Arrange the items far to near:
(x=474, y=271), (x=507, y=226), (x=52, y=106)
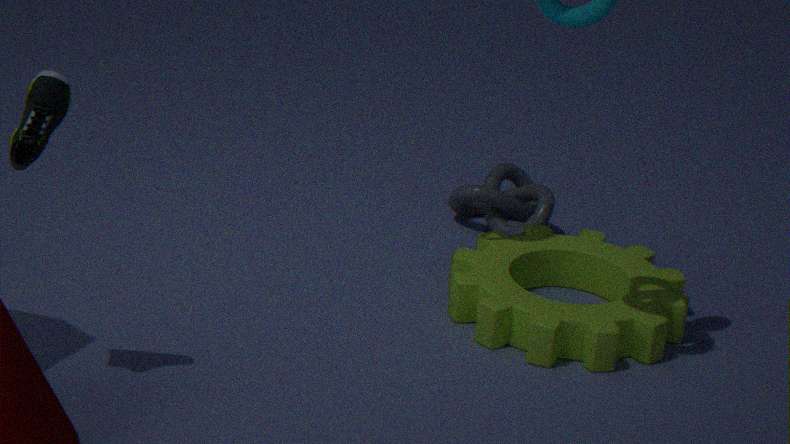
1. (x=507, y=226)
2. (x=474, y=271)
3. (x=52, y=106)
